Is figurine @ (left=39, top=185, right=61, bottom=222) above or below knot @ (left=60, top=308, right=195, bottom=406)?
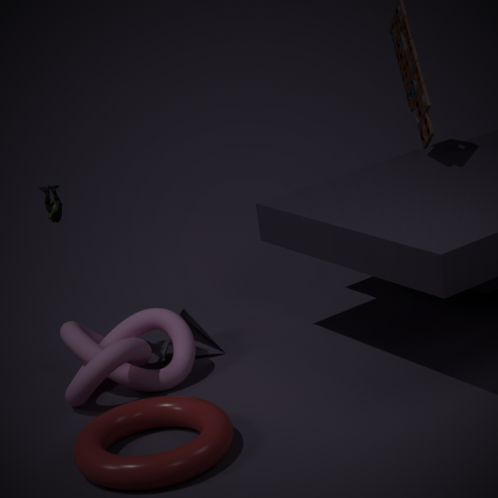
above
